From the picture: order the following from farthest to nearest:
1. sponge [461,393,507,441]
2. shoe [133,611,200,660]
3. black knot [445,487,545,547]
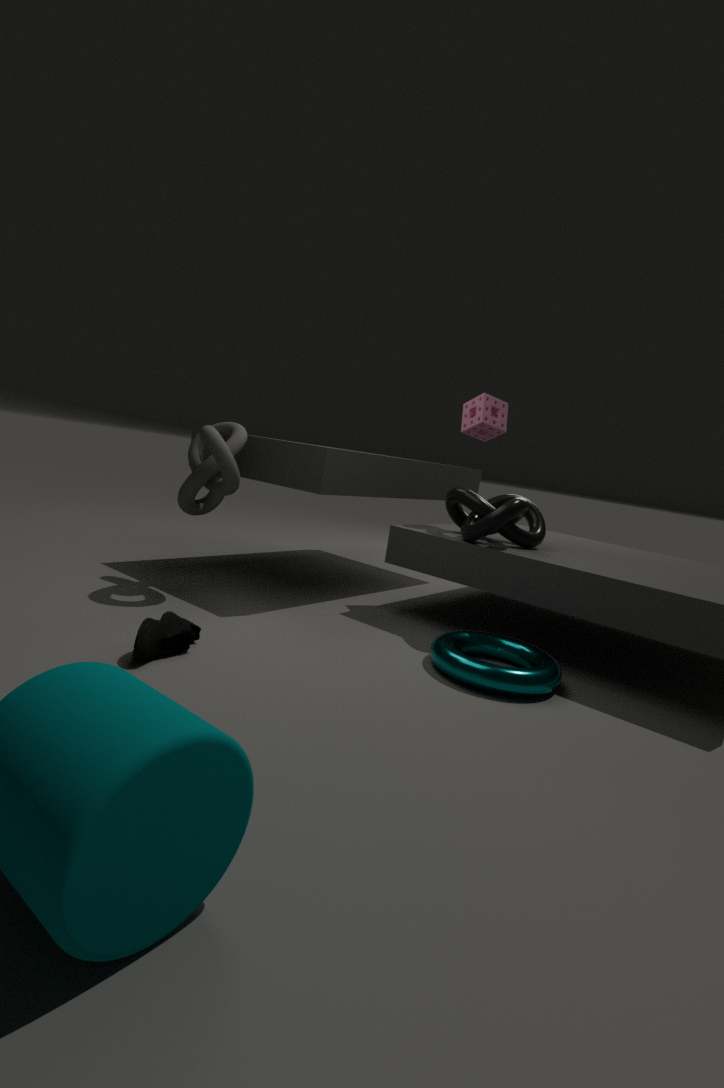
sponge [461,393,507,441], black knot [445,487,545,547], shoe [133,611,200,660]
